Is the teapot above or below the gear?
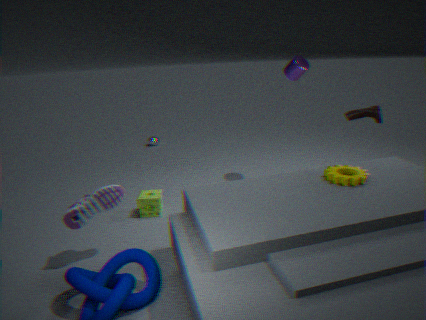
below
